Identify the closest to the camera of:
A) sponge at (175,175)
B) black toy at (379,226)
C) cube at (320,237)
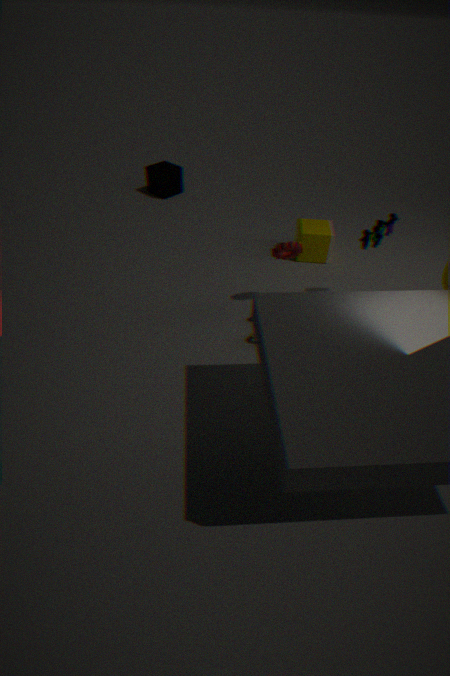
black toy at (379,226)
